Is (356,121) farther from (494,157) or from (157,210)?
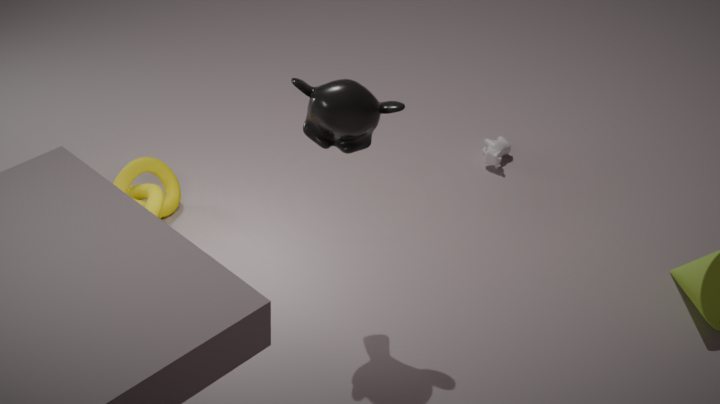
(494,157)
